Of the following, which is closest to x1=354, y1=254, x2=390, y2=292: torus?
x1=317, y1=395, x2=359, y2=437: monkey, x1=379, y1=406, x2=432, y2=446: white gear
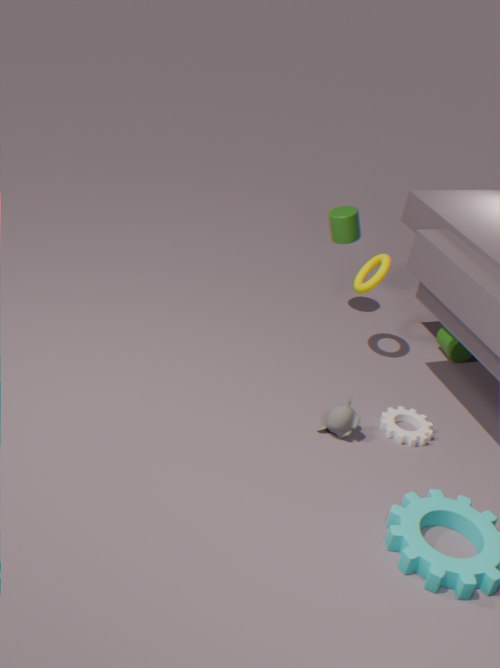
x1=379, y1=406, x2=432, y2=446: white gear
